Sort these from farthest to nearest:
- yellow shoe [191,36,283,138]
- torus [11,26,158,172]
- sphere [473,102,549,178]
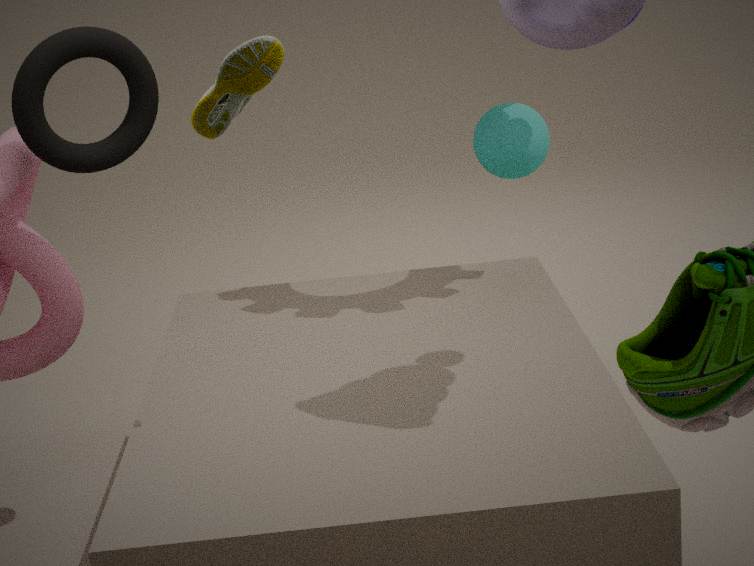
sphere [473,102,549,178], torus [11,26,158,172], yellow shoe [191,36,283,138]
